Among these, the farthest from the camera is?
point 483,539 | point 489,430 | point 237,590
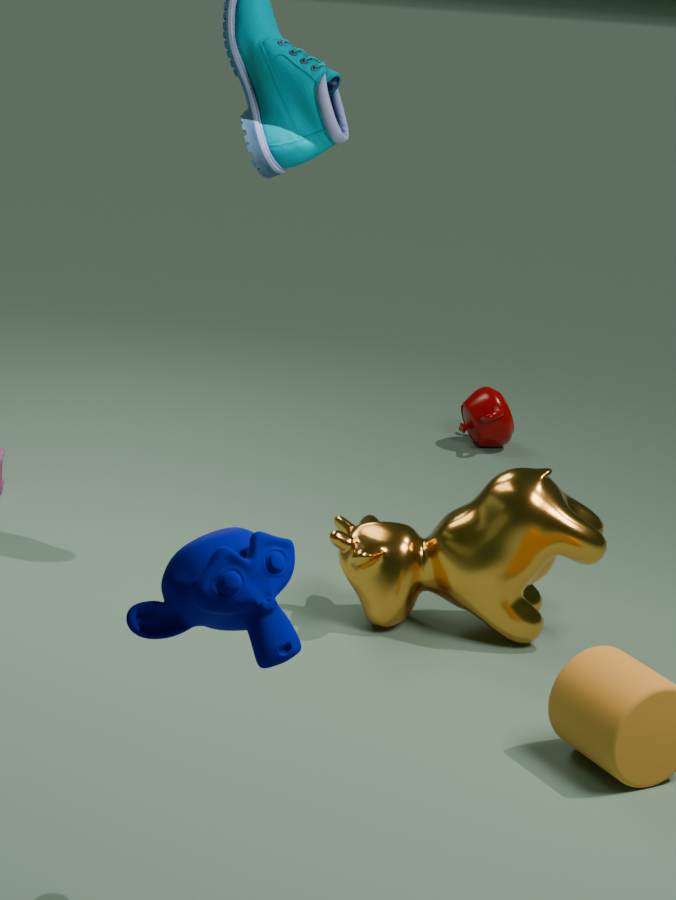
point 489,430
